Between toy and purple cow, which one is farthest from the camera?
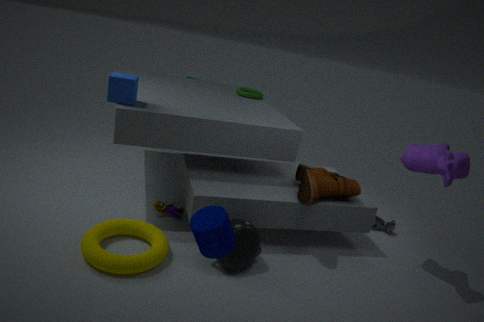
toy
